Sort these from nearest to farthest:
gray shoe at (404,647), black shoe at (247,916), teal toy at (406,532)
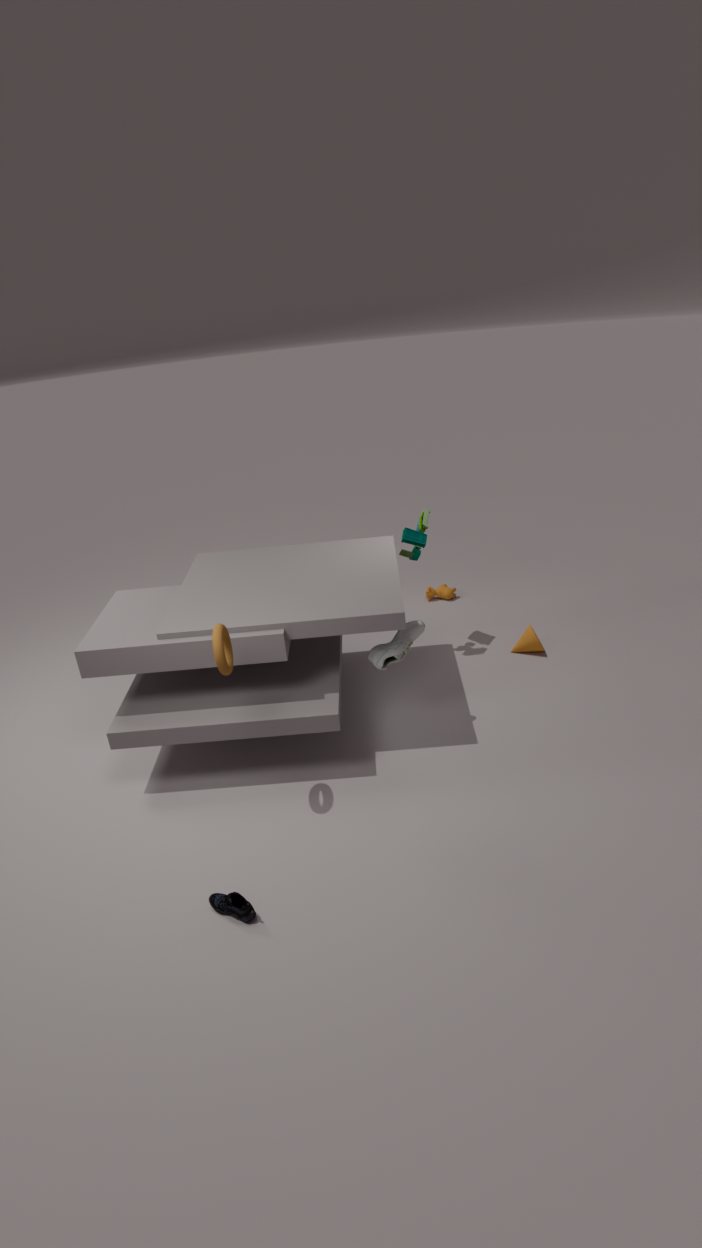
black shoe at (247,916)
gray shoe at (404,647)
teal toy at (406,532)
